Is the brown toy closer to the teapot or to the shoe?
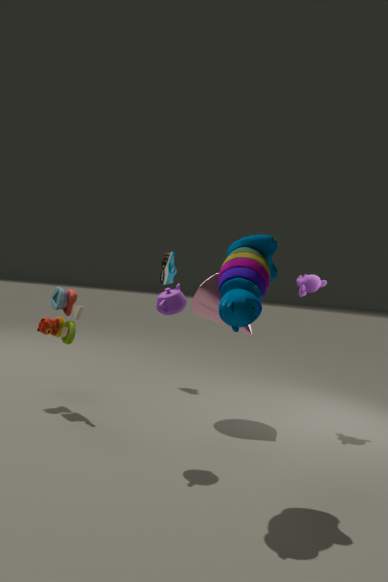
the teapot
